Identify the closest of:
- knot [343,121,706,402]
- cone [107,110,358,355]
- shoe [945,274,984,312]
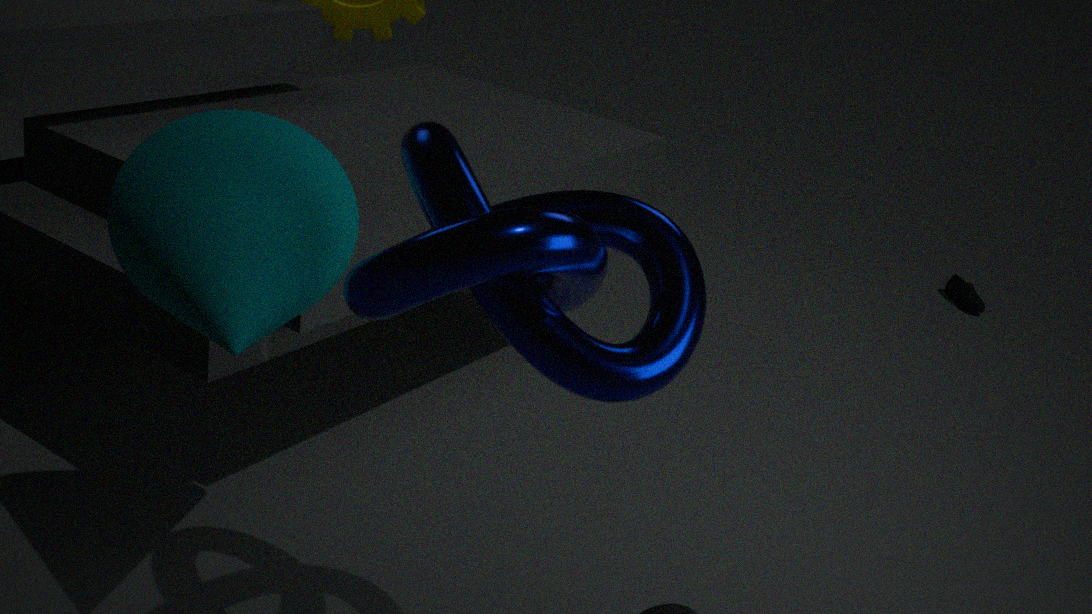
knot [343,121,706,402]
